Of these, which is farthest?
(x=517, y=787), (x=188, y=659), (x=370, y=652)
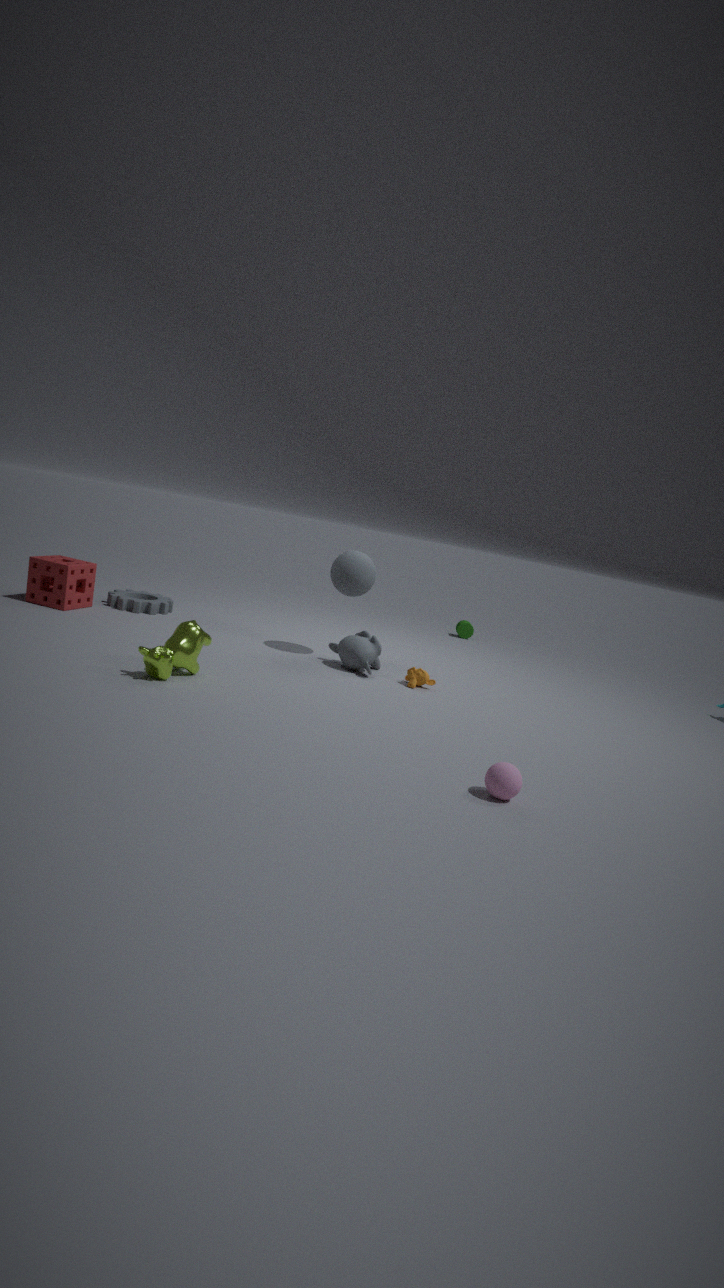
Answer: (x=370, y=652)
